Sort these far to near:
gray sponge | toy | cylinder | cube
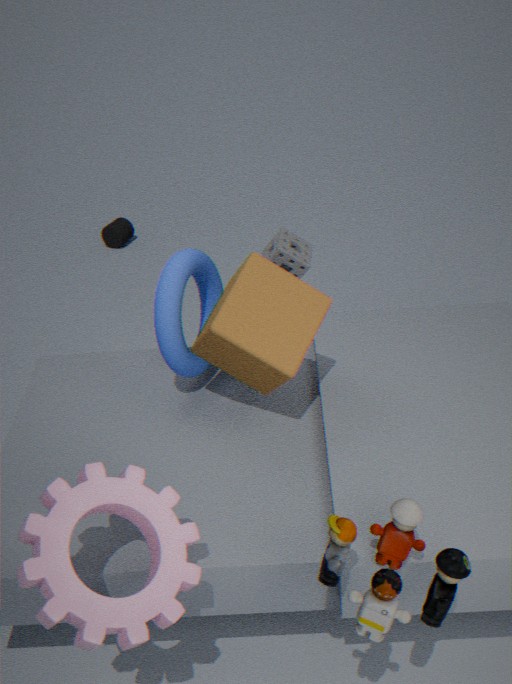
cylinder, gray sponge, cube, toy
